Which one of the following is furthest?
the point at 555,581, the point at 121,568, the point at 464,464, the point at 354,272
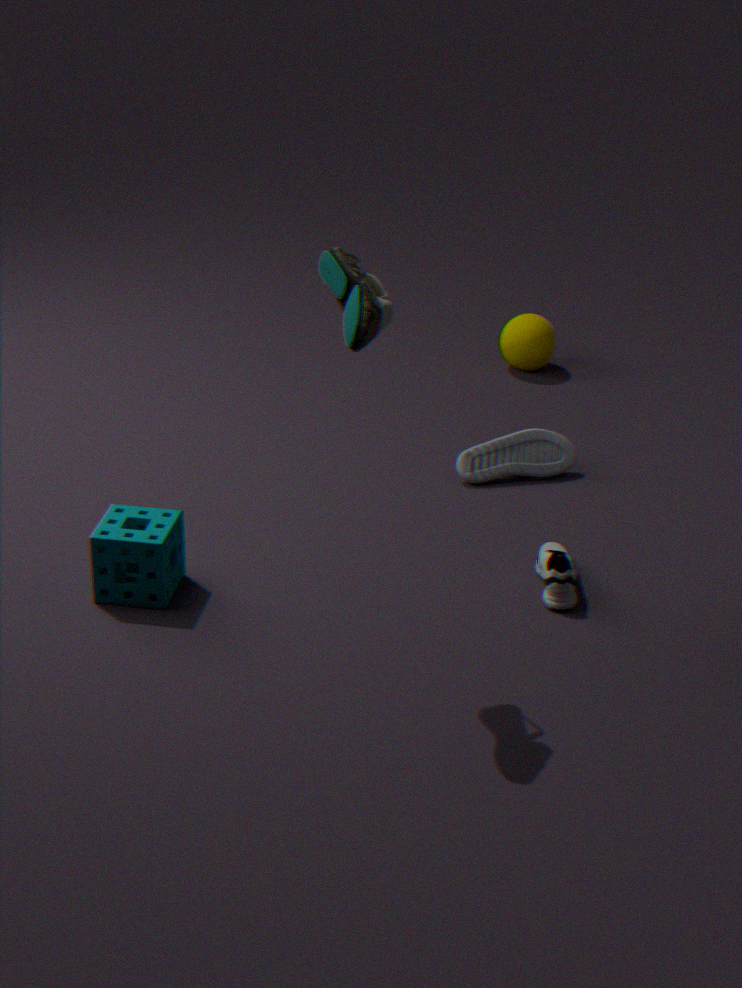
the point at 464,464
